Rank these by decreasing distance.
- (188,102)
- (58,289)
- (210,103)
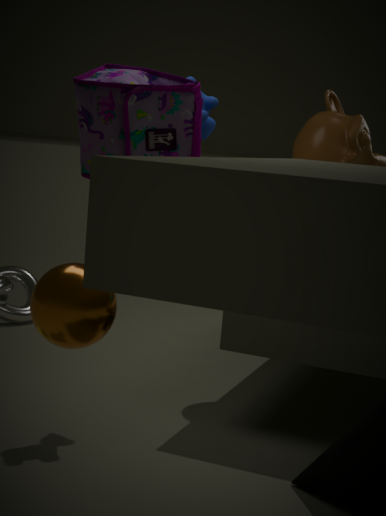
1. (210,103)
2. (188,102)
3. (58,289)
